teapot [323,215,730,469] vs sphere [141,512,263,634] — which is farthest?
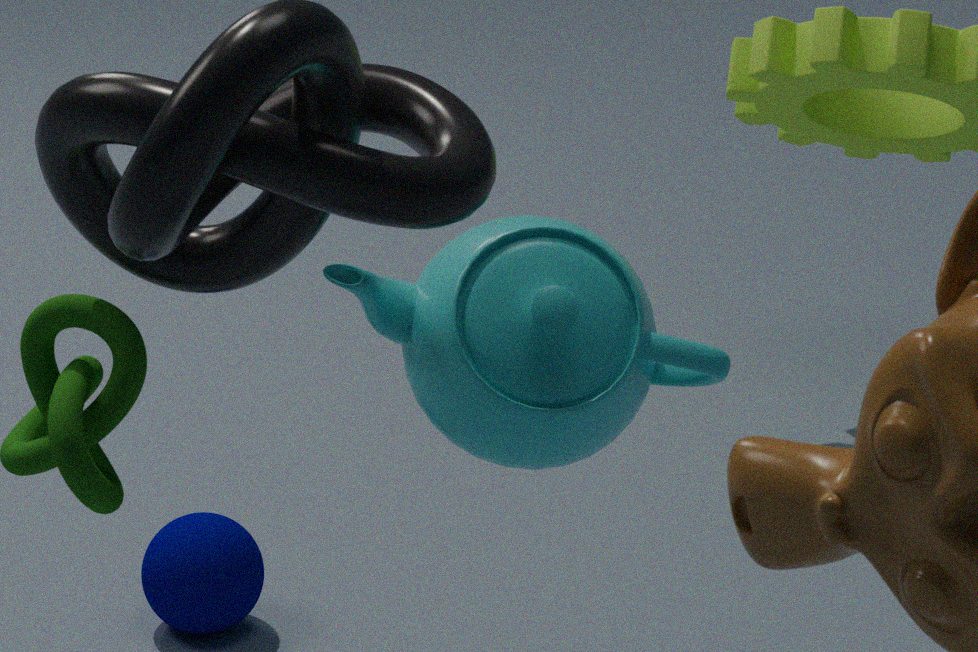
sphere [141,512,263,634]
